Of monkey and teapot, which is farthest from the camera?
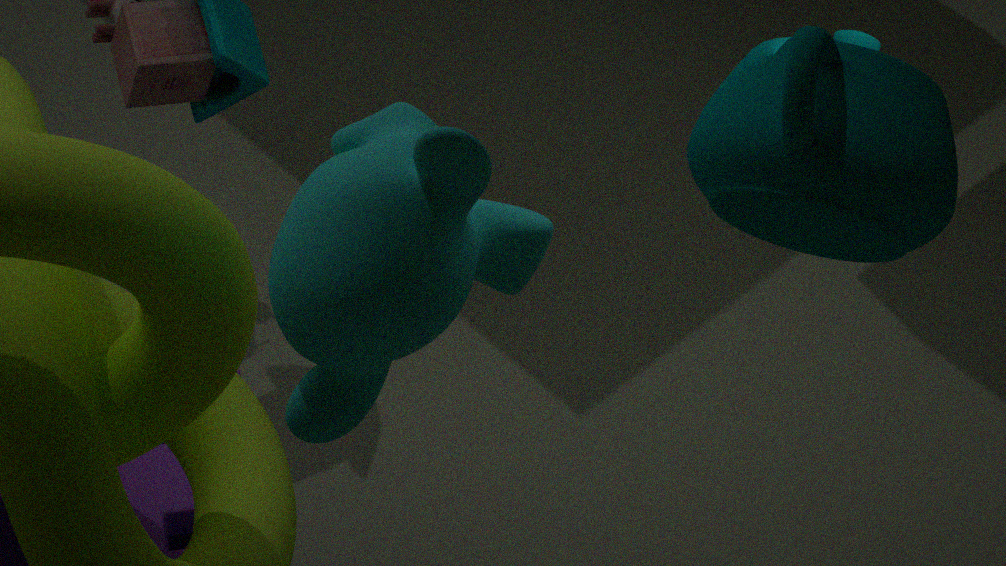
monkey
